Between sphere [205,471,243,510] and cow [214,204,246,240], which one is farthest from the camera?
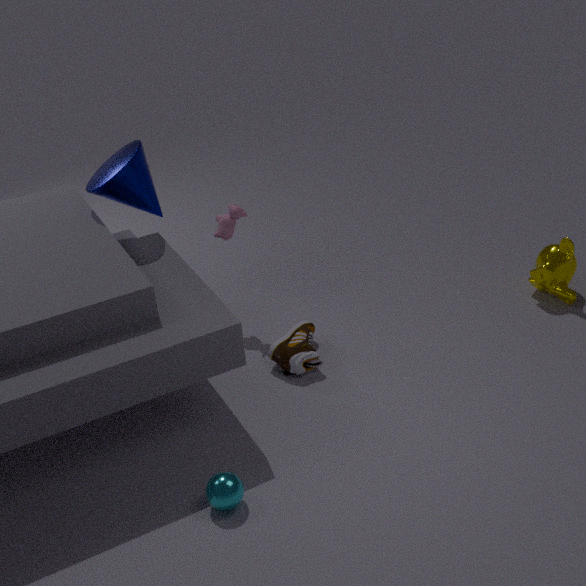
cow [214,204,246,240]
